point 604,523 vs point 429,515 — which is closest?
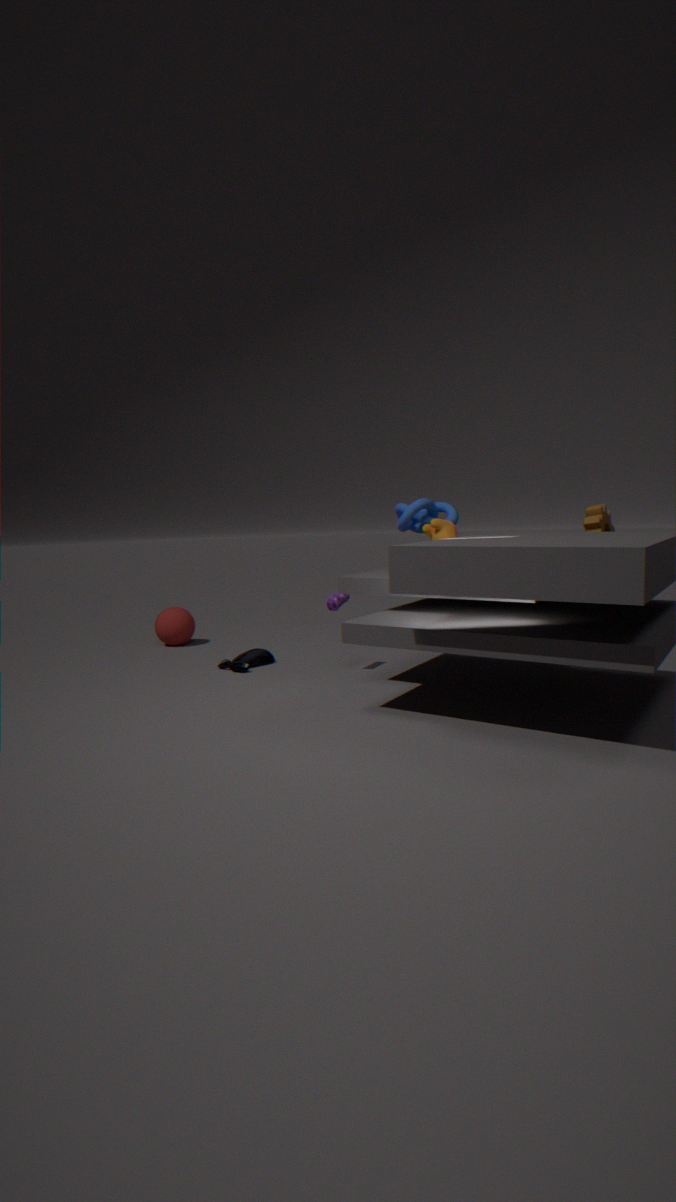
point 604,523
